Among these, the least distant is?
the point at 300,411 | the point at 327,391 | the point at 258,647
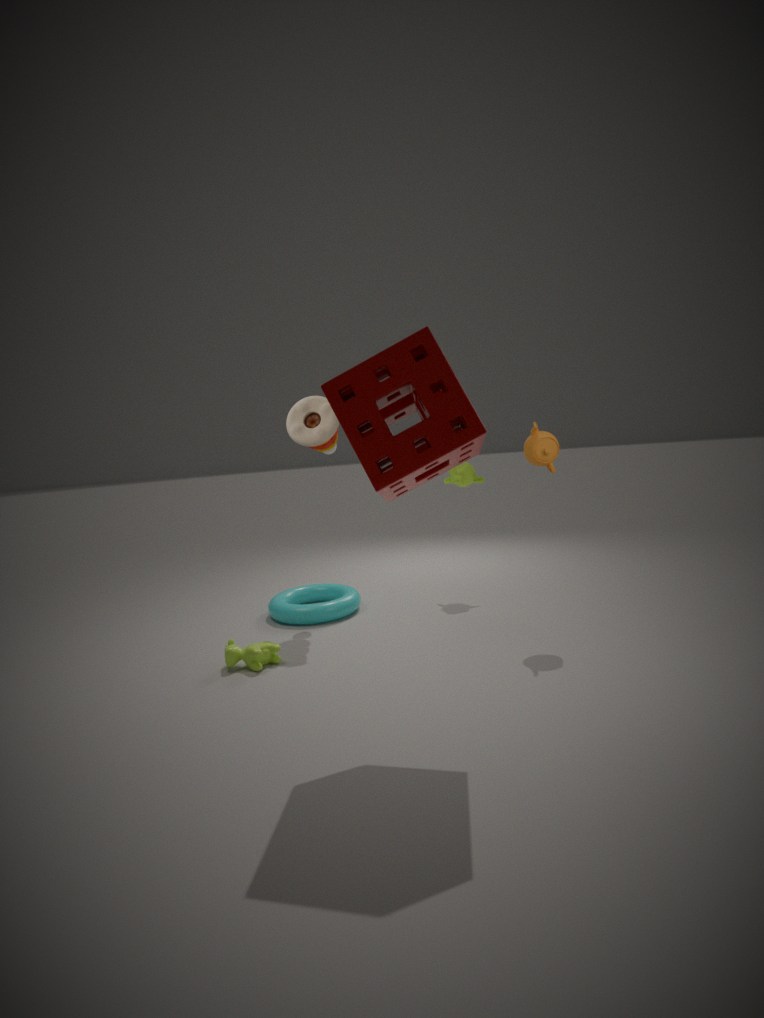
the point at 327,391
